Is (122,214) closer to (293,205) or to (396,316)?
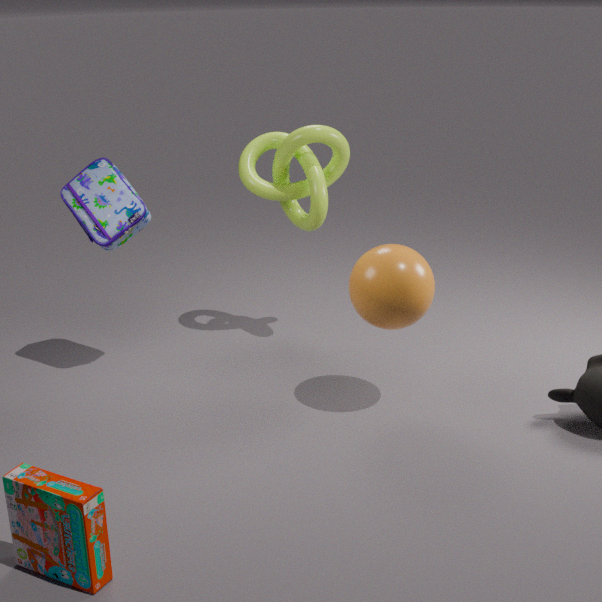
(293,205)
